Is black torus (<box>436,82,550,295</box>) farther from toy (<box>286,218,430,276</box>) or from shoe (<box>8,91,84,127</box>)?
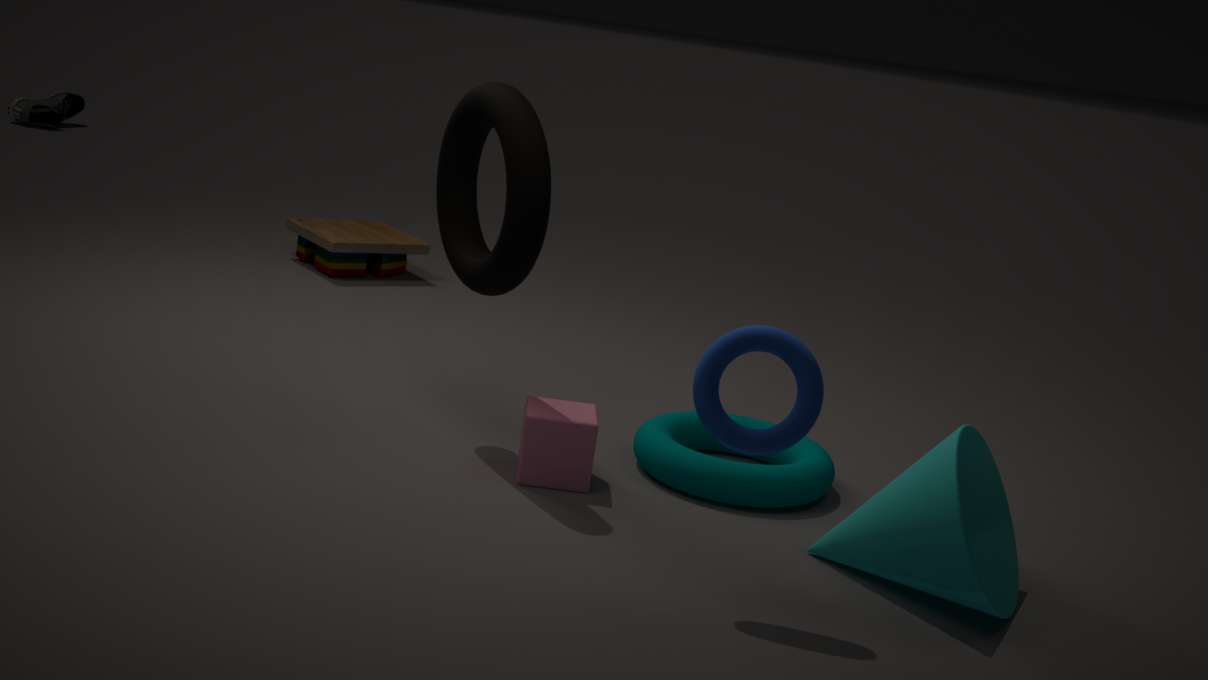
shoe (<box>8,91,84,127</box>)
